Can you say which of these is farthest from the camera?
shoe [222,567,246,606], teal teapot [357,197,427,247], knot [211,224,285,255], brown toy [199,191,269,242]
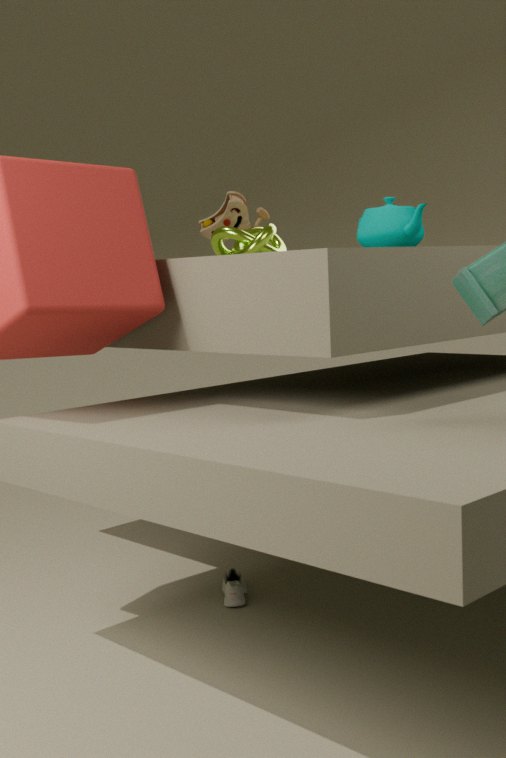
brown toy [199,191,269,242]
